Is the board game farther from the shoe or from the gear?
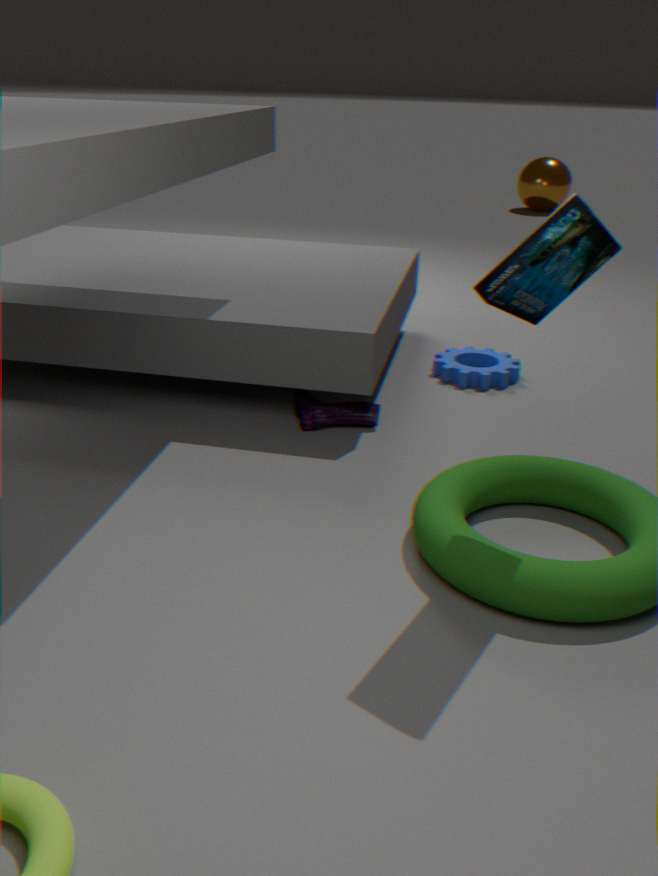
the gear
